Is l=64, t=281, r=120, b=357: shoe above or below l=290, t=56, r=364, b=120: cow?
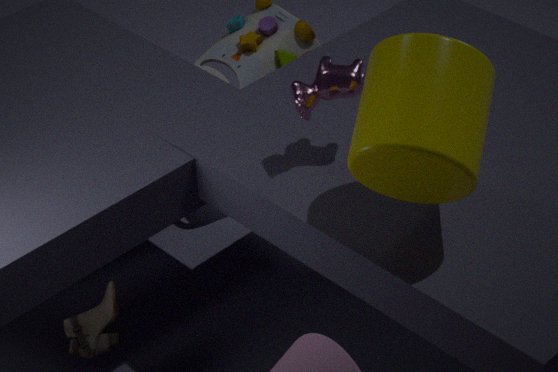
below
